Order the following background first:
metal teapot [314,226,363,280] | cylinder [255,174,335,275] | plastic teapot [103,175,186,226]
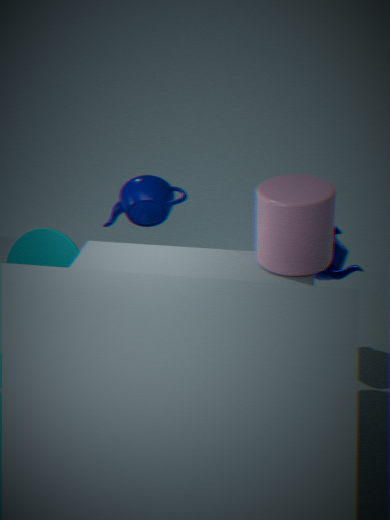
plastic teapot [103,175,186,226] → metal teapot [314,226,363,280] → cylinder [255,174,335,275]
